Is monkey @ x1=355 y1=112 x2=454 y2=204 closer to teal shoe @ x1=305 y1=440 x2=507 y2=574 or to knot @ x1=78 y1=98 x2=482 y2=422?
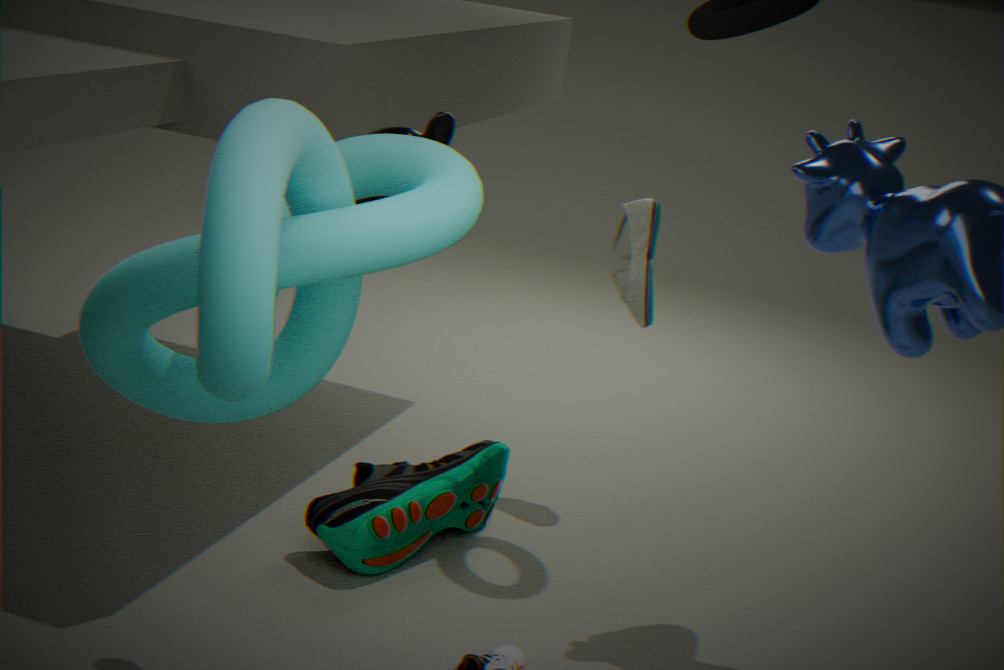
knot @ x1=78 y1=98 x2=482 y2=422
